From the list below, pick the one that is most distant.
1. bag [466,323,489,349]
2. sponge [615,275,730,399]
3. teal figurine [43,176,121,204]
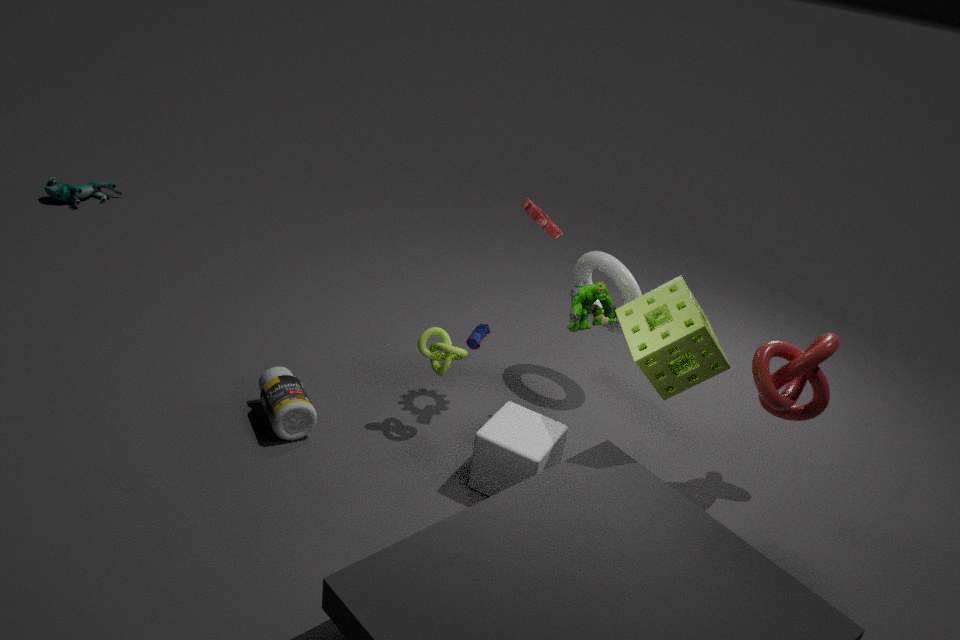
teal figurine [43,176,121,204]
